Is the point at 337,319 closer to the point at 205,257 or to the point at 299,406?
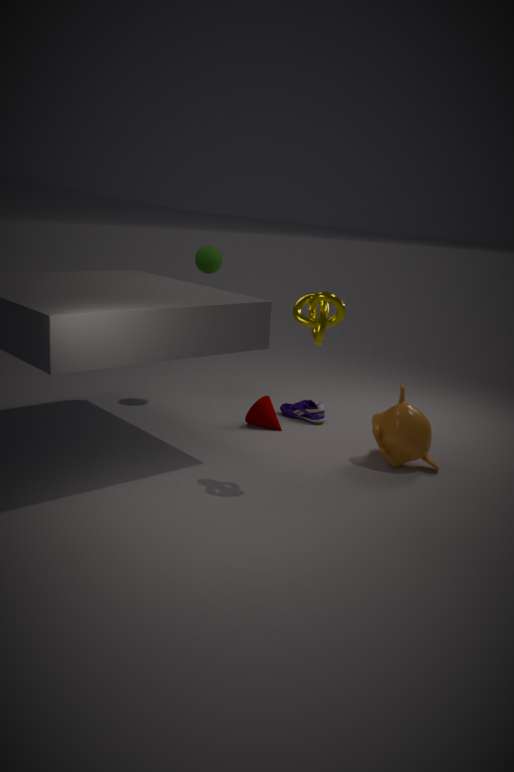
the point at 299,406
